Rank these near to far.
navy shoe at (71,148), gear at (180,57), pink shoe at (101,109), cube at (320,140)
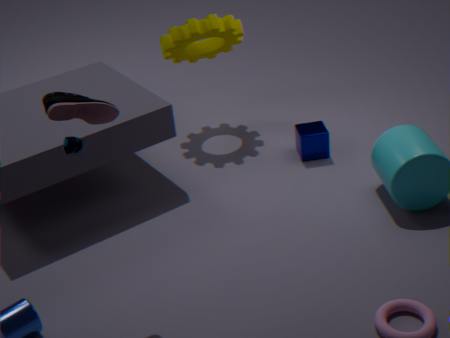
navy shoe at (71,148) < pink shoe at (101,109) < cube at (320,140) < gear at (180,57)
